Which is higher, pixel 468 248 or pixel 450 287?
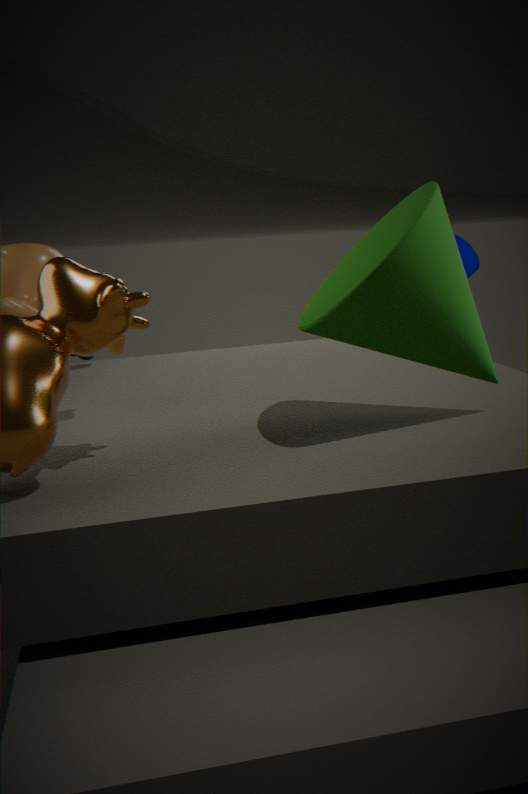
pixel 450 287
